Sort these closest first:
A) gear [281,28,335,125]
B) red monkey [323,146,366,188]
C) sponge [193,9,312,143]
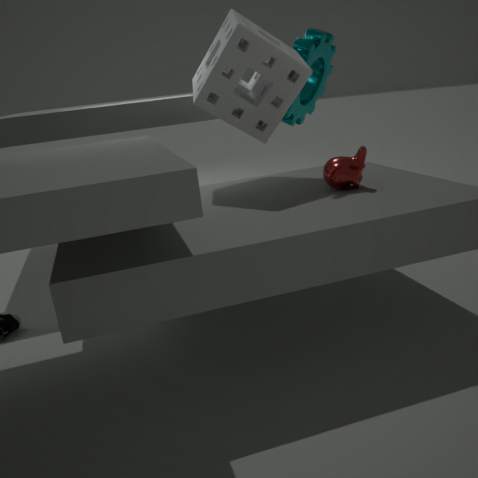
red monkey [323,146,366,188] → sponge [193,9,312,143] → gear [281,28,335,125]
